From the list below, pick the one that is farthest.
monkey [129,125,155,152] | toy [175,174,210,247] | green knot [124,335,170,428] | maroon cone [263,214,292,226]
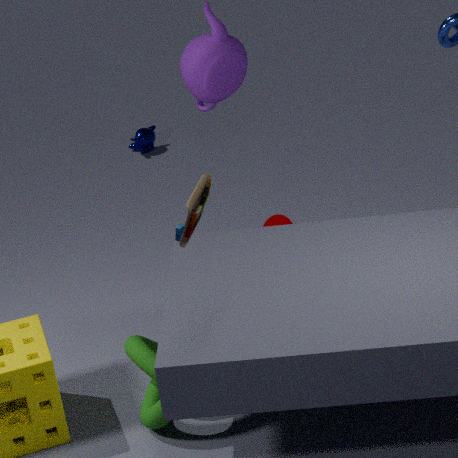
monkey [129,125,155,152]
